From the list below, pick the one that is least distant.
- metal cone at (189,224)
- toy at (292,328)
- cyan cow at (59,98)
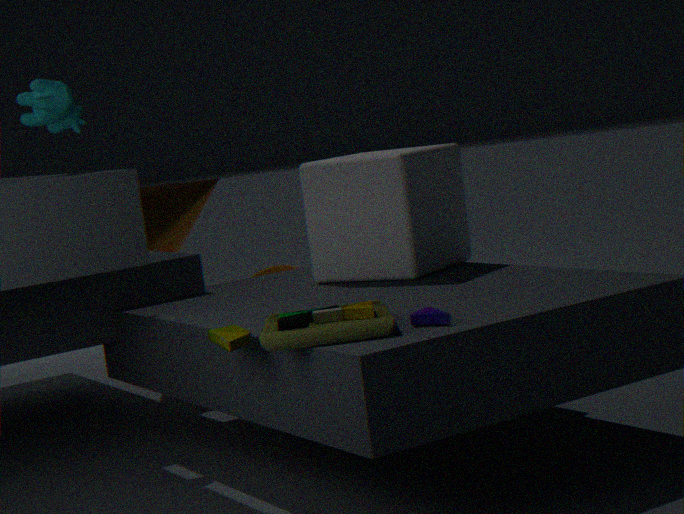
toy at (292,328)
